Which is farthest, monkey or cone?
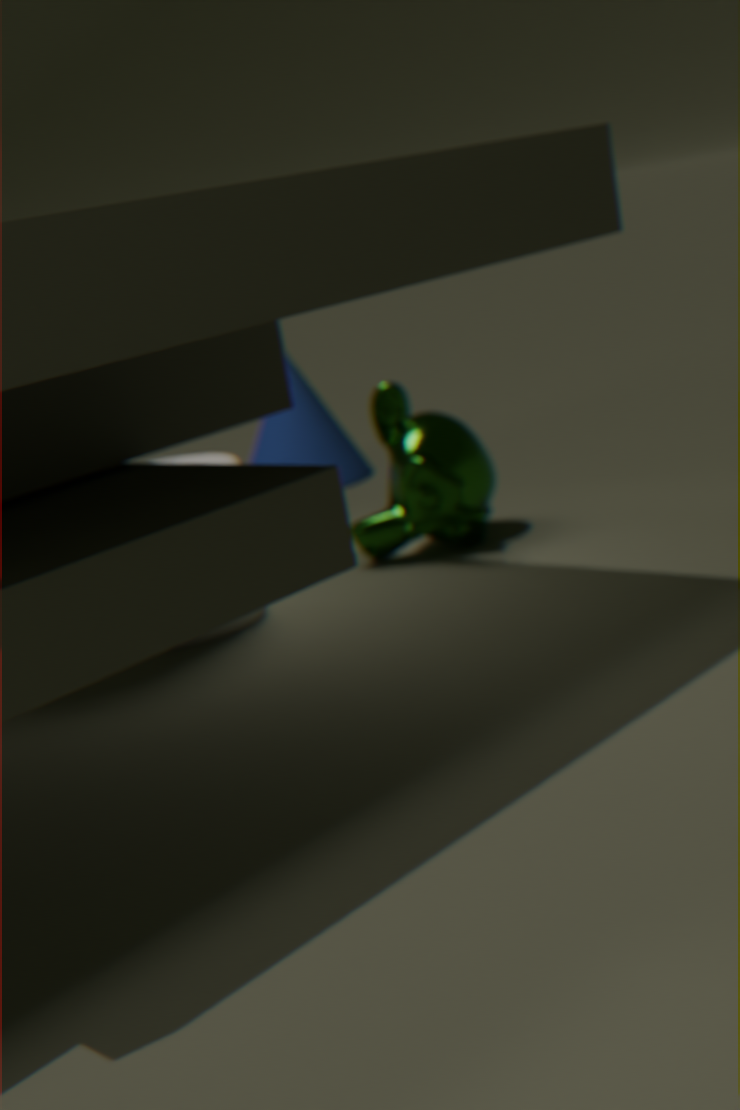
cone
